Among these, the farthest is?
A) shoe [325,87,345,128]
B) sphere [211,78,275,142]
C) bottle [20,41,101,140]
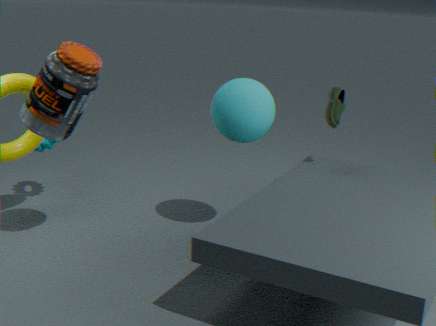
shoe [325,87,345,128]
